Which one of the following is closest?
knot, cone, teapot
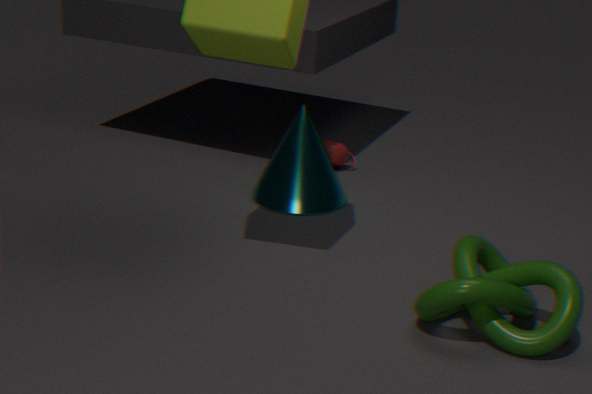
knot
